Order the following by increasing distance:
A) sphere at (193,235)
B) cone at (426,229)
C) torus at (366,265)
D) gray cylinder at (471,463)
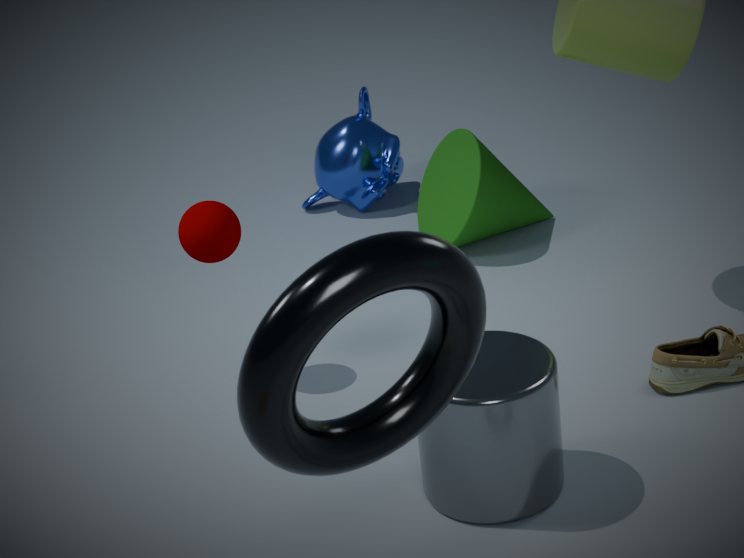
torus at (366,265) → gray cylinder at (471,463) → sphere at (193,235) → cone at (426,229)
